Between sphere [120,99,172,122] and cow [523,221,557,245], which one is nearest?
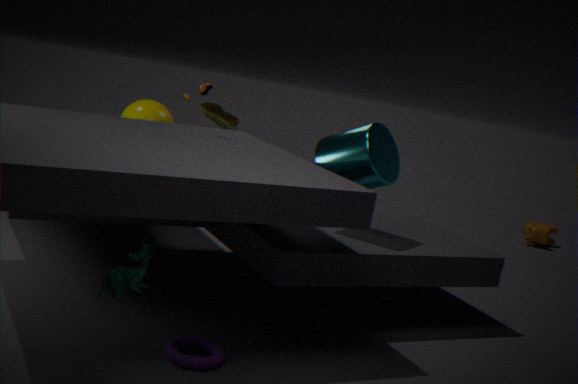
sphere [120,99,172,122]
